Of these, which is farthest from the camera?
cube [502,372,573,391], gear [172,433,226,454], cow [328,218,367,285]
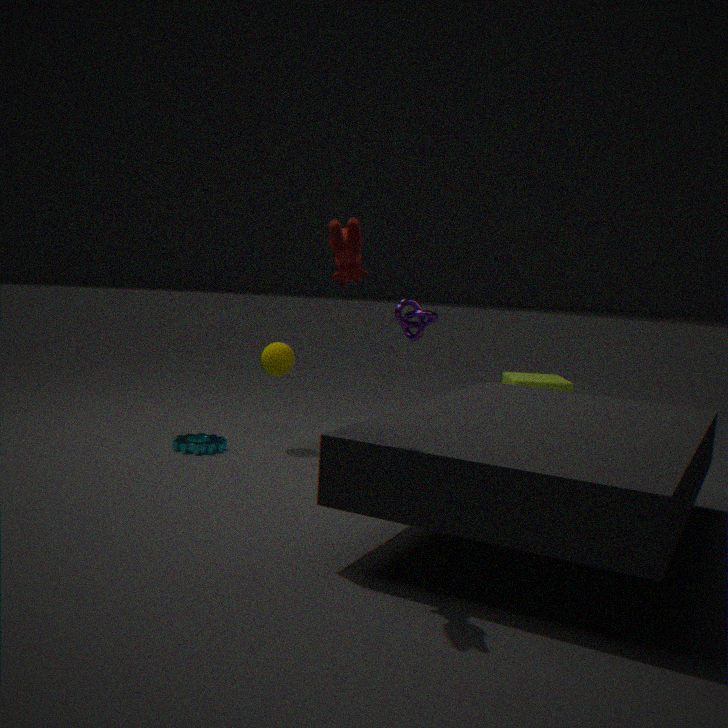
cube [502,372,573,391]
